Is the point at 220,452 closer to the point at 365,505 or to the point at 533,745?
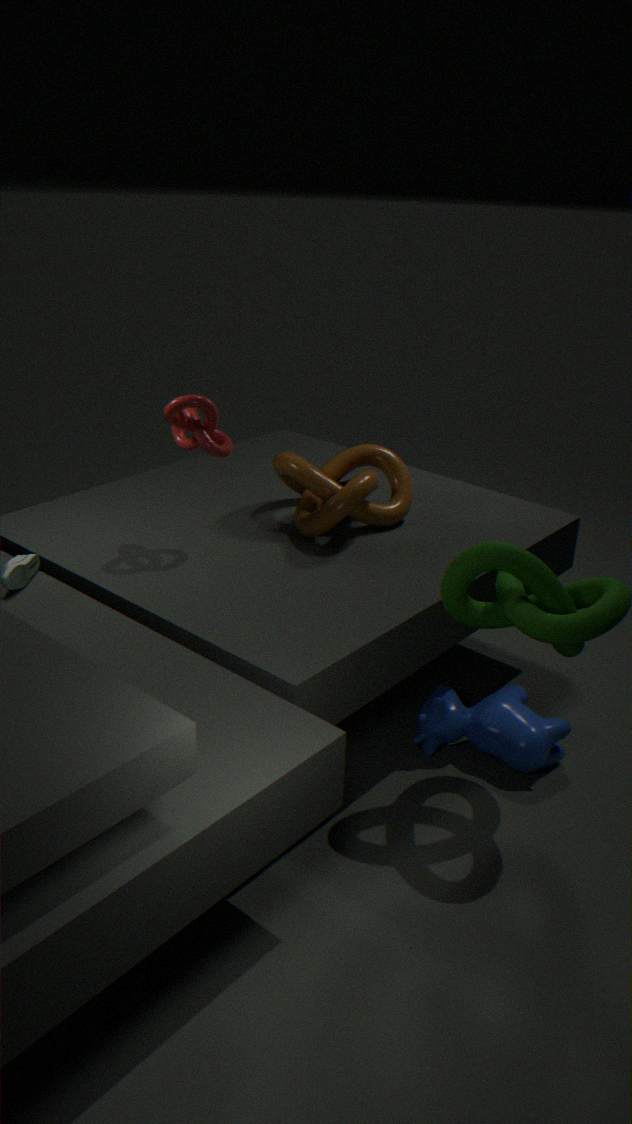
the point at 365,505
